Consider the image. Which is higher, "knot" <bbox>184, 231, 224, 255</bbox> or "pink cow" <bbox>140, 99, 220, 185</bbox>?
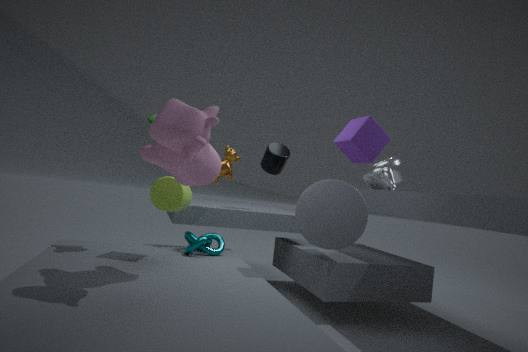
"pink cow" <bbox>140, 99, 220, 185</bbox>
